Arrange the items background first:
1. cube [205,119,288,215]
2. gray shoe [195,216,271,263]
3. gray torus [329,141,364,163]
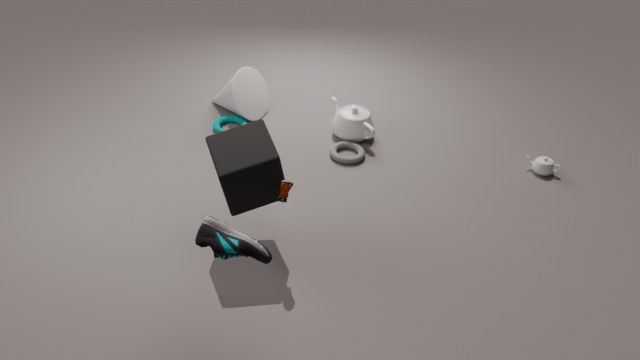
gray torus [329,141,364,163] → cube [205,119,288,215] → gray shoe [195,216,271,263]
